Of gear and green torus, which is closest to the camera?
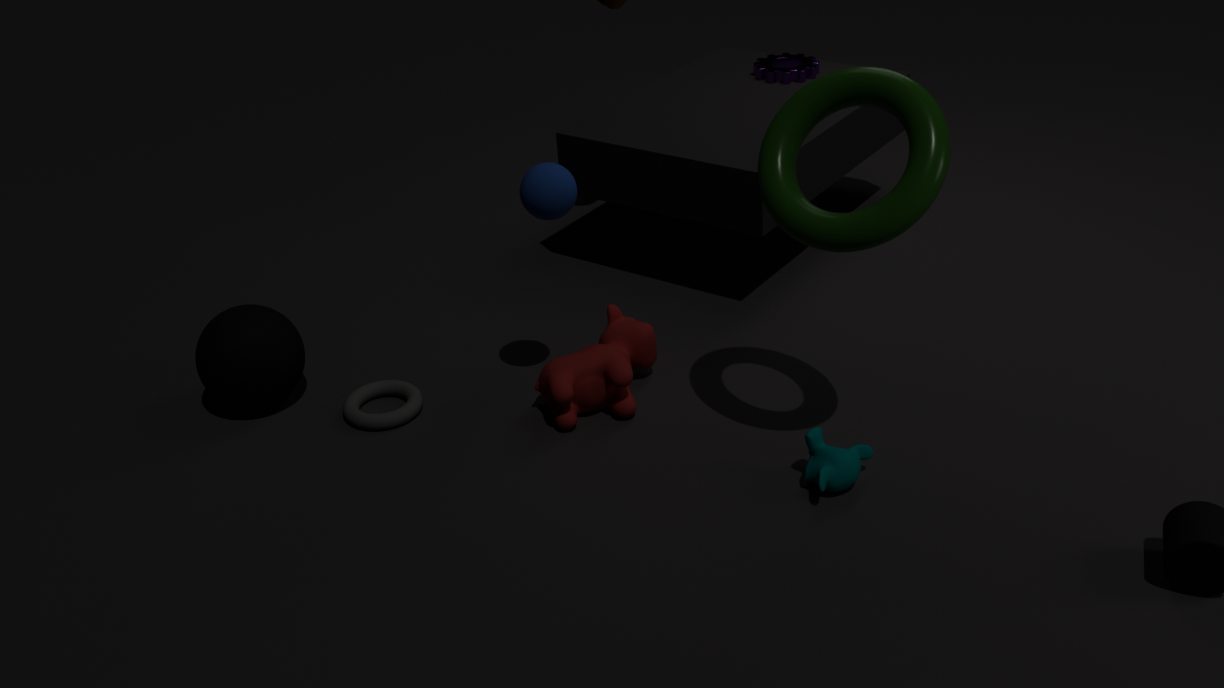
green torus
